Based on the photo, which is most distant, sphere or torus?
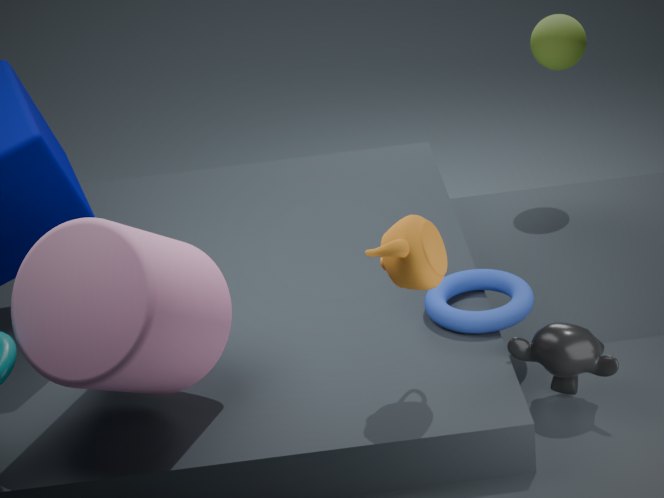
sphere
